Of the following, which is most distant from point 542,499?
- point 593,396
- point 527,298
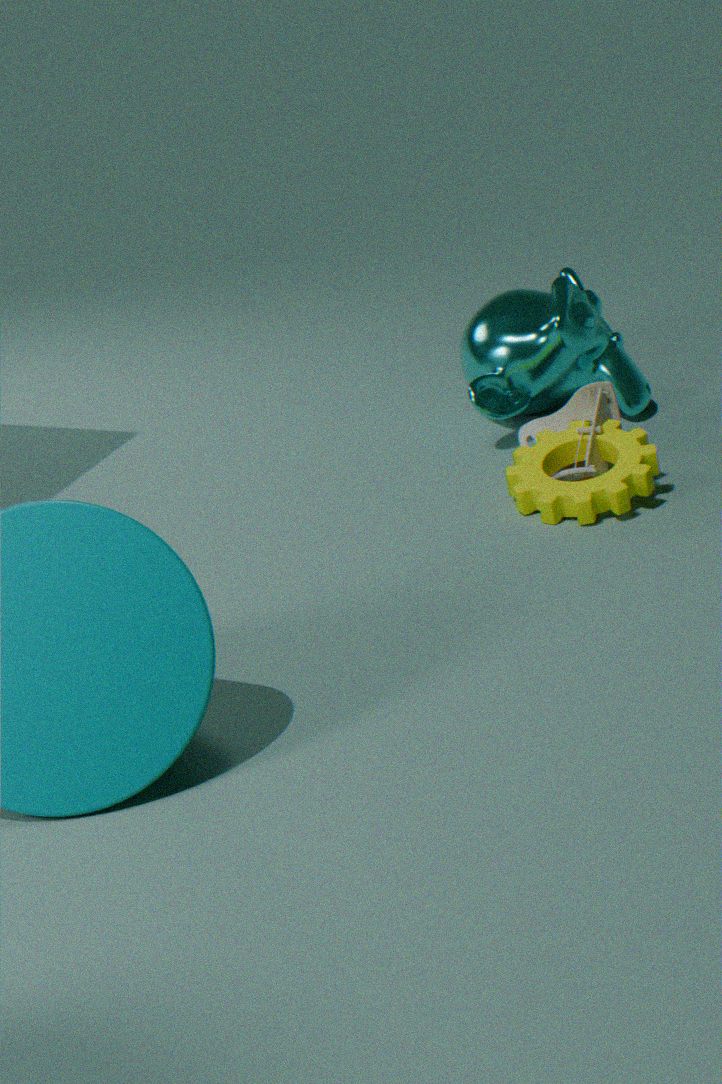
point 527,298
